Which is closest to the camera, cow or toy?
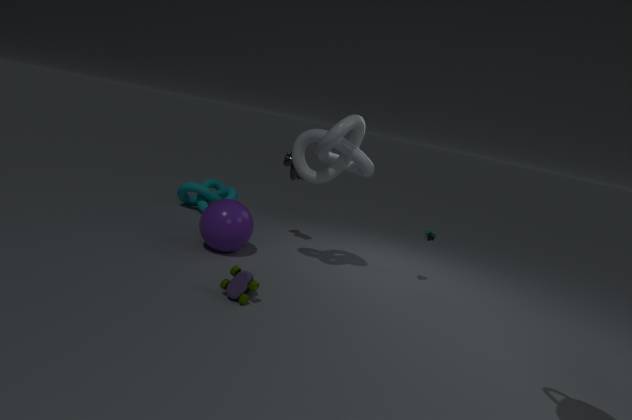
toy
